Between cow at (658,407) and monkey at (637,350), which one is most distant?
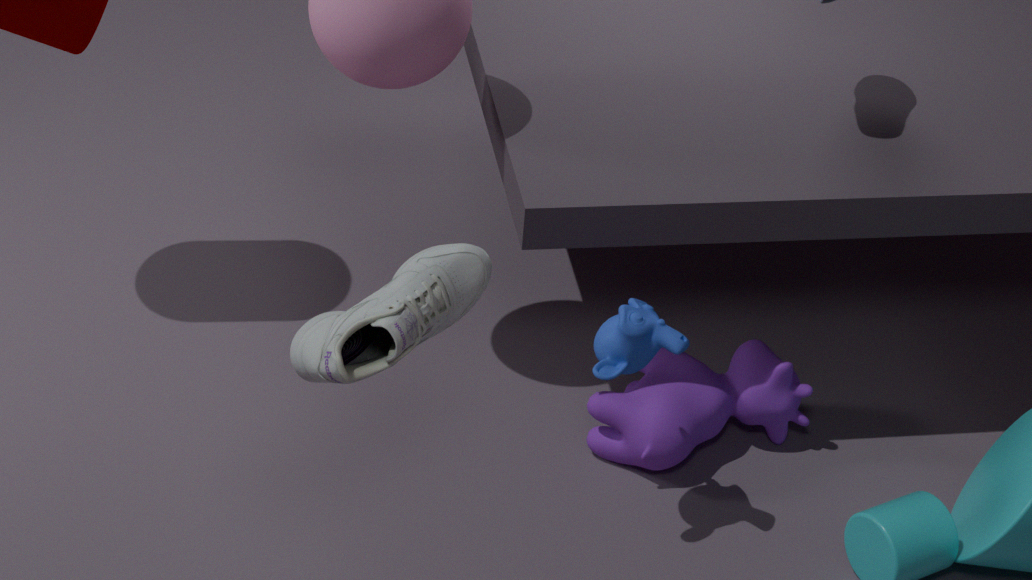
cow at (658,407)
